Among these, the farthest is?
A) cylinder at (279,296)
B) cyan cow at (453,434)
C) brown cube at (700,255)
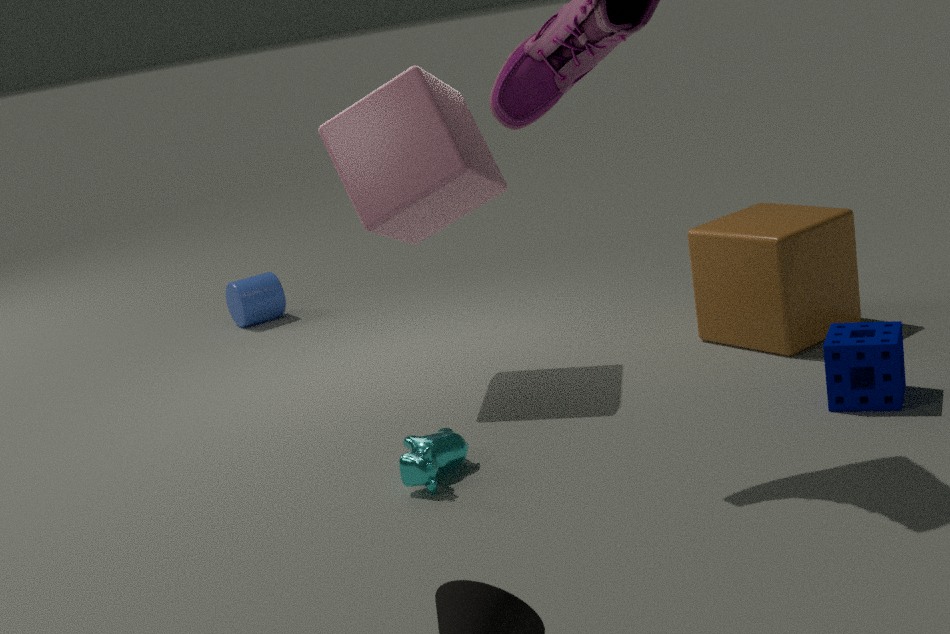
cylinder at (279,296)
